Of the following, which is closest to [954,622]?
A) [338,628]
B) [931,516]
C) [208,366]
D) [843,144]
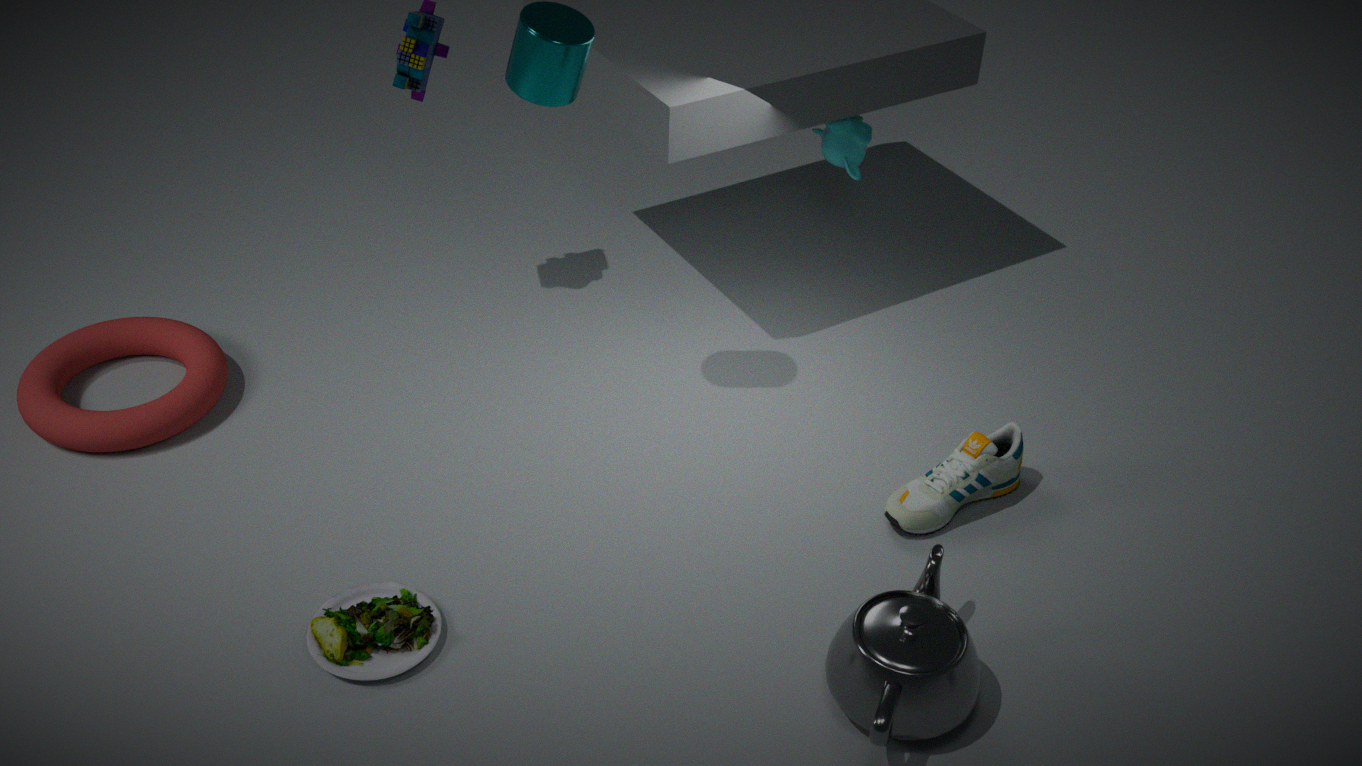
[931,516]
